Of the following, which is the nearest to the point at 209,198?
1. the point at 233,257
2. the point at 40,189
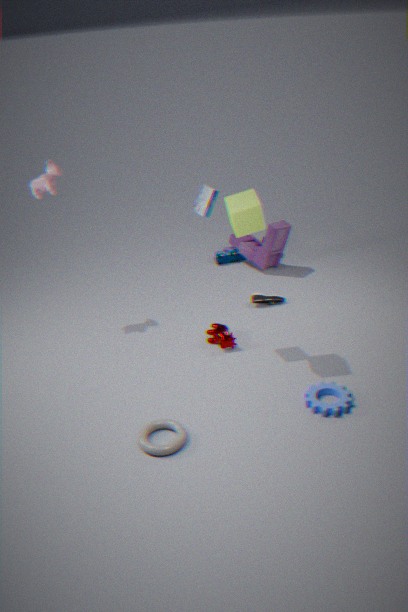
the point at 40,189
